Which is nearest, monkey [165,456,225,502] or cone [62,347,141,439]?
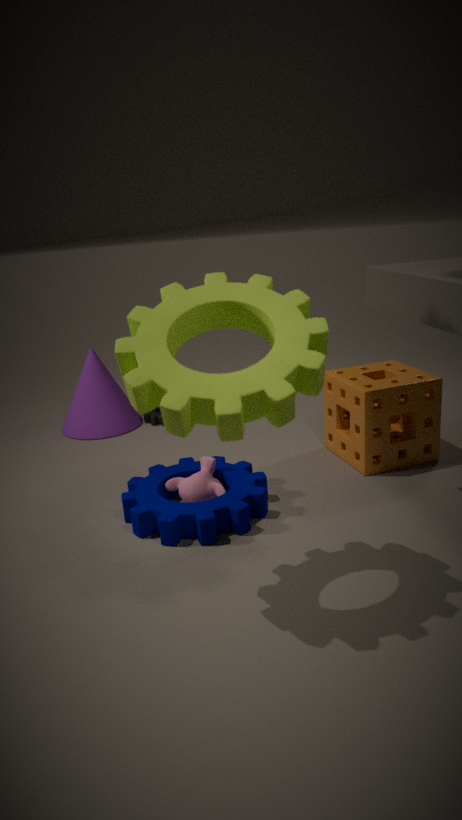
monkey [165,456,225,502]
